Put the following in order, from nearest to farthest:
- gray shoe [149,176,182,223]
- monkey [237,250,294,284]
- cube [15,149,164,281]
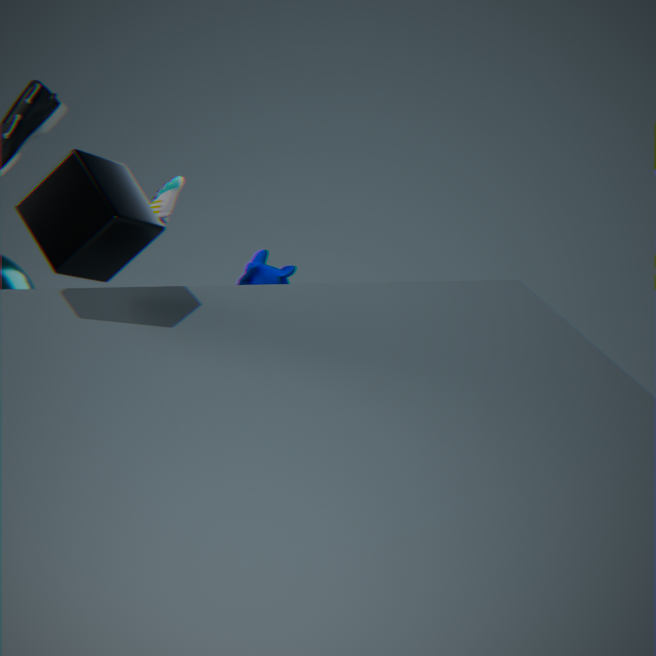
cube [15,149,164,281]
gray shoe [149,176,182,223]
monkey [237,250,294,284]
